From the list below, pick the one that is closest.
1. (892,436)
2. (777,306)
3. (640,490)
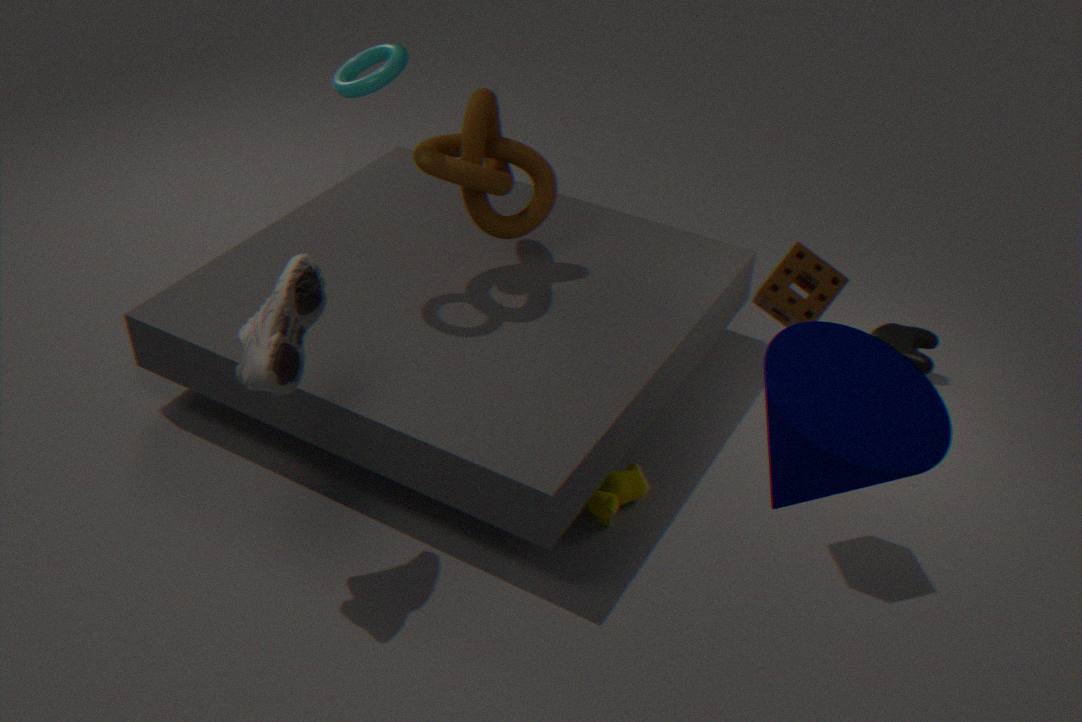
(892,436)
